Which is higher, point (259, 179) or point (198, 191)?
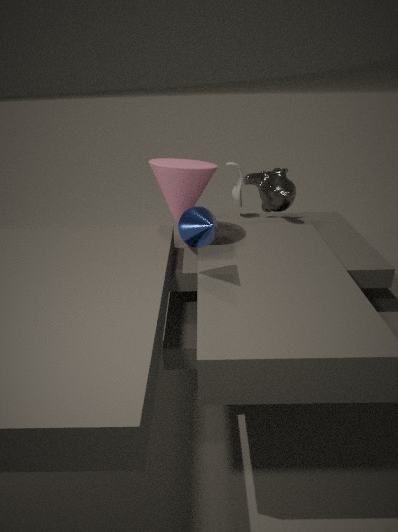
point (198, 191)
